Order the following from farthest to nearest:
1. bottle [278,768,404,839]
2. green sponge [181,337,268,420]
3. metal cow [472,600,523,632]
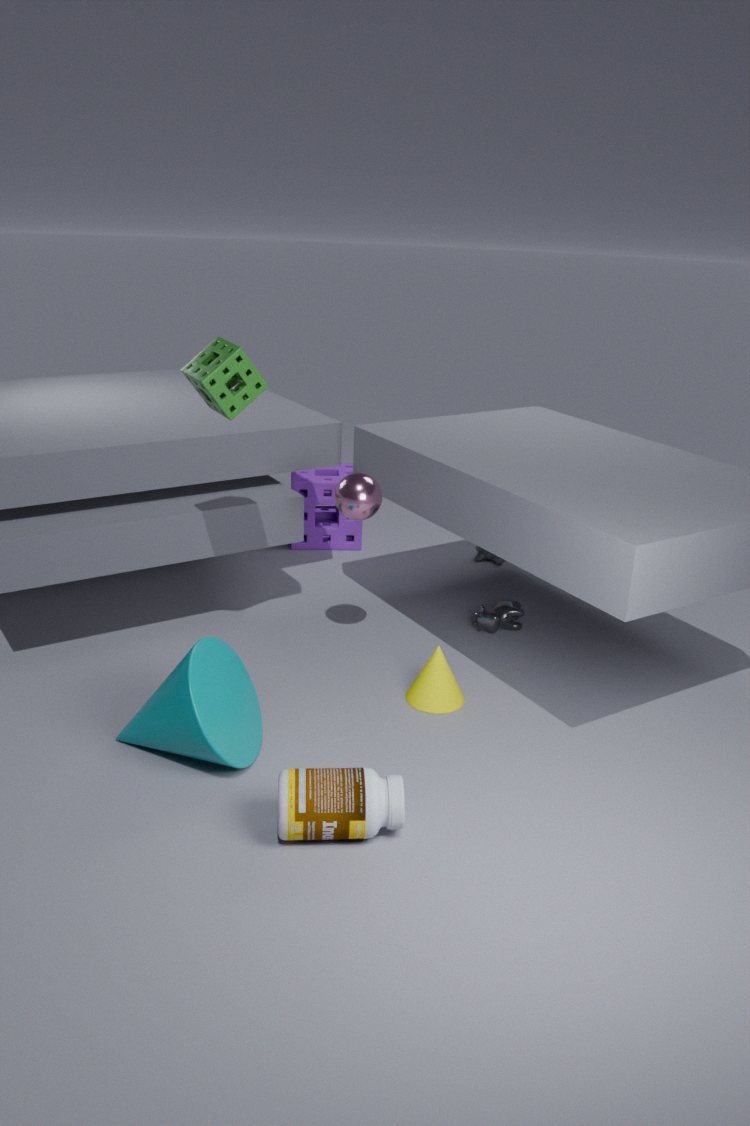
1. metal cow [472,600,523,632]
2. green sponge [181,337,268,420]
3. bottle [278,768,404,839]
